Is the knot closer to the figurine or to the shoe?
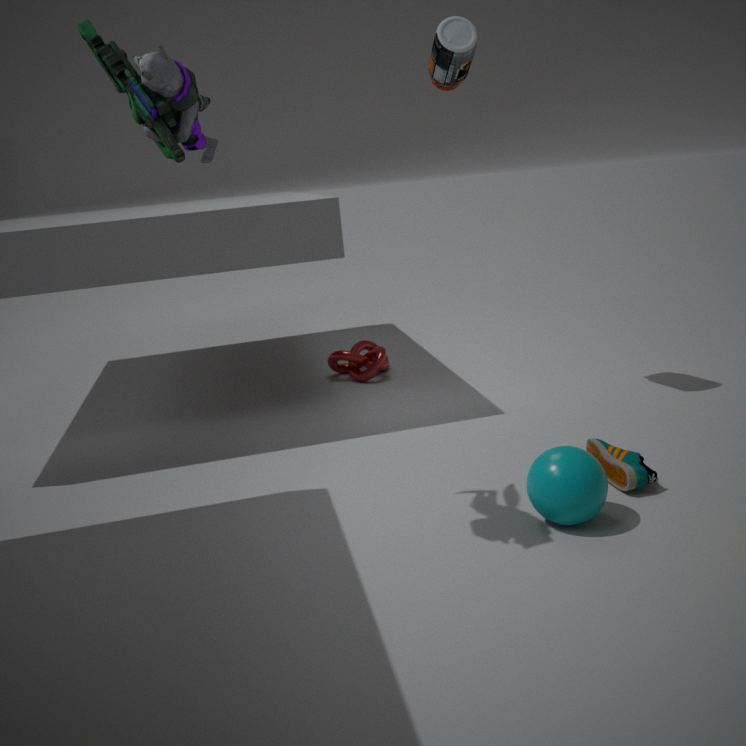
the shoe
